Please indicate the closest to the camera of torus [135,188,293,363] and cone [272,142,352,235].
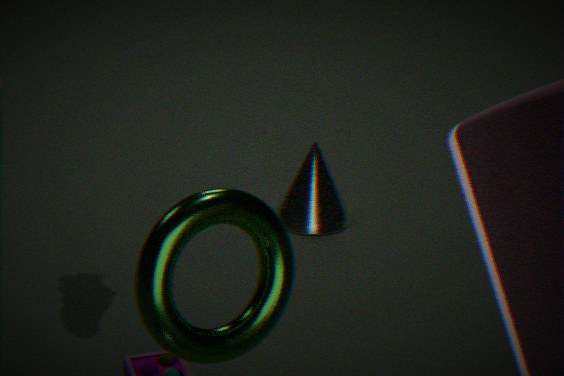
torus [135,188,293,363]
